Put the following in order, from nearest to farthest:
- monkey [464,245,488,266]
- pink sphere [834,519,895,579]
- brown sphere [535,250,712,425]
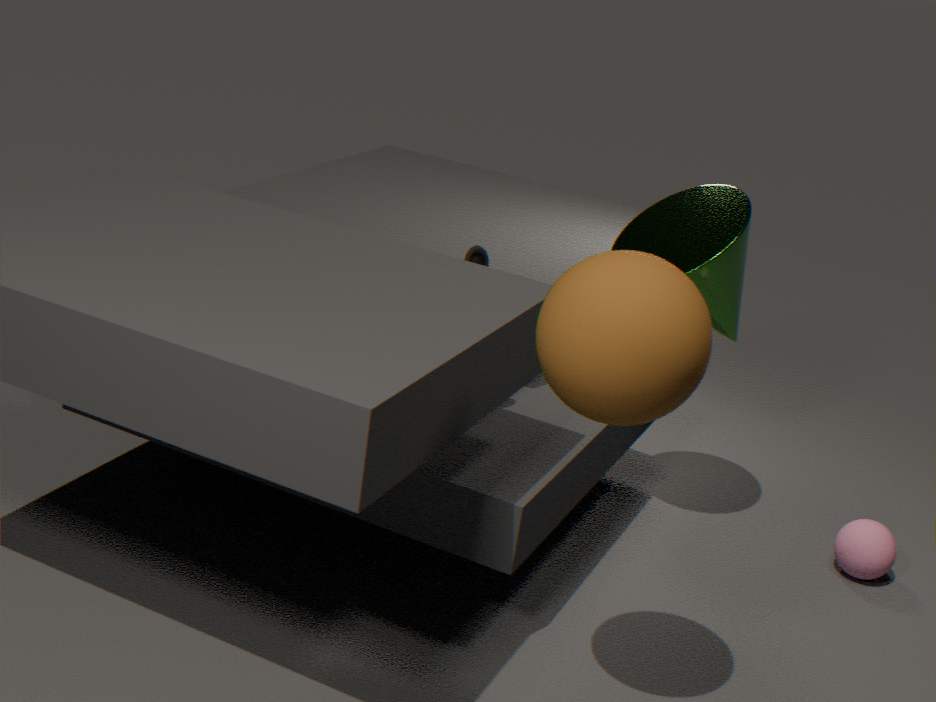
brown sphere [535,250,712,425] < monkey [464,245,488,266] < pink sphere [834,519,895,579]
